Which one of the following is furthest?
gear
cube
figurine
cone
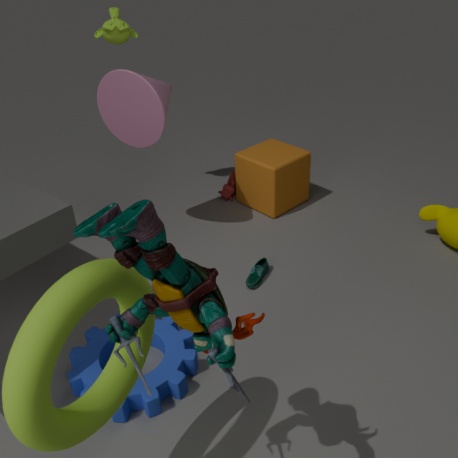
cube
